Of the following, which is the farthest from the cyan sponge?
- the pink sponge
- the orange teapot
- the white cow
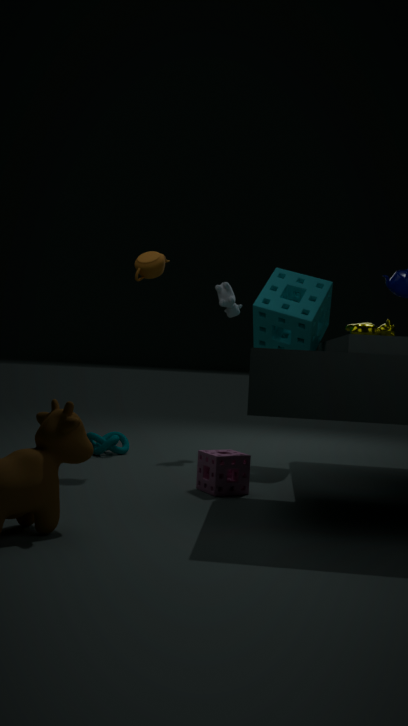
the pink sponge
